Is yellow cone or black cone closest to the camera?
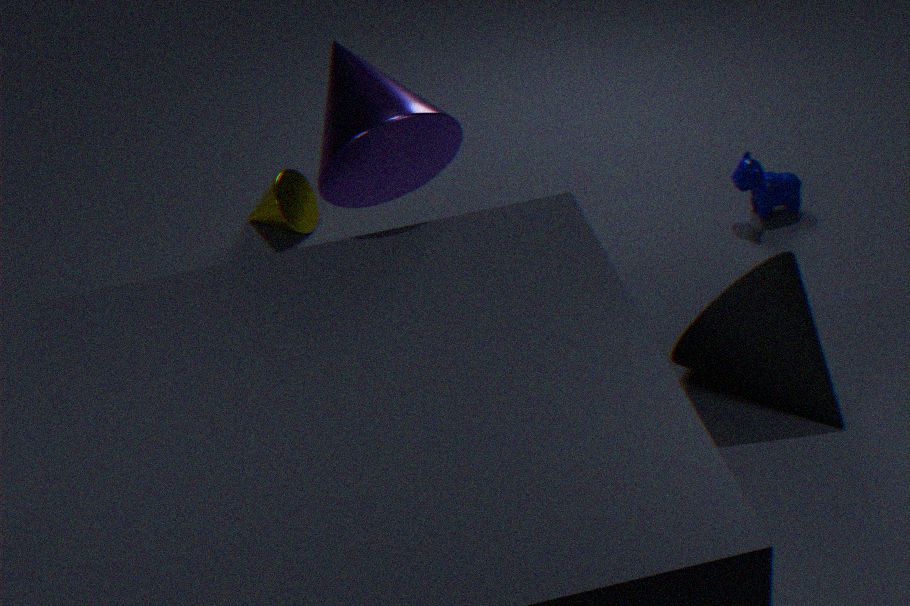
black cone
